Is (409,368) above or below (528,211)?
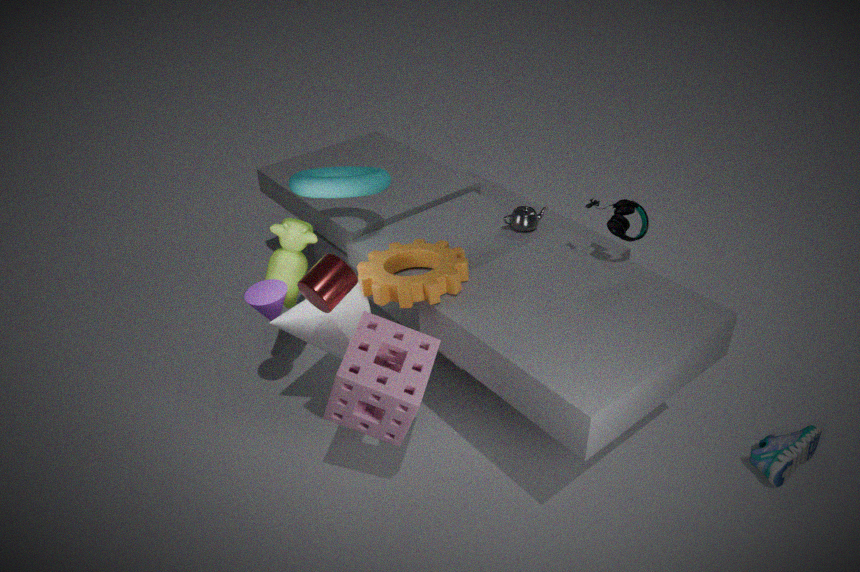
below
